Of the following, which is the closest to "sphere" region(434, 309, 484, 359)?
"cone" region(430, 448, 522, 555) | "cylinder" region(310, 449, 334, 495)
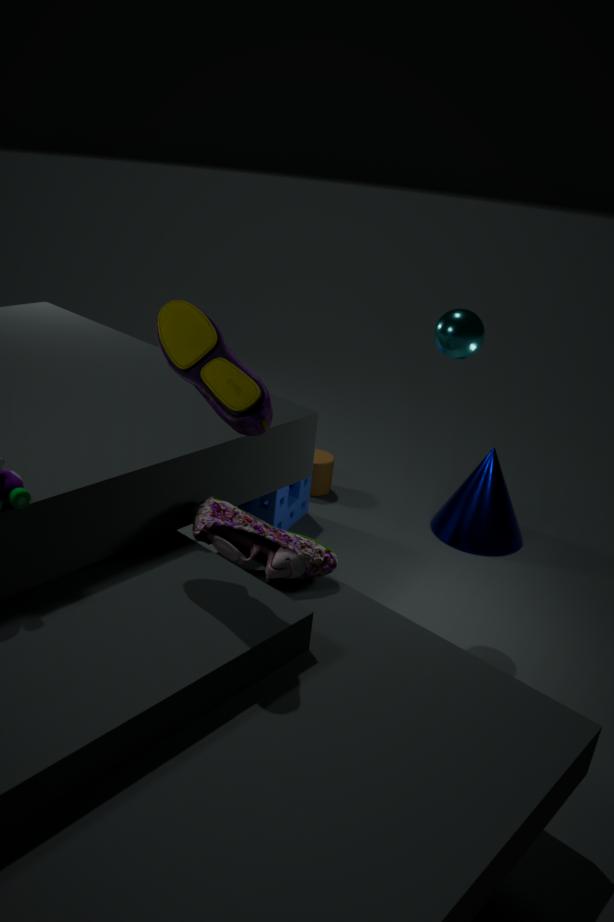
"cone" region(430, 448, 522, 555)
